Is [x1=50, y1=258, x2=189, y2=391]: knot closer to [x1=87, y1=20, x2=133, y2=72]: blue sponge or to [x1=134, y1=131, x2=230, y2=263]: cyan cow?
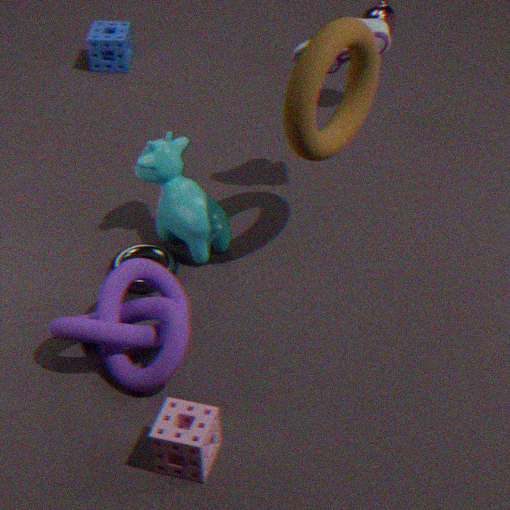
[x1=134, y1=131, x2=230, y2=263]: cyan cow
